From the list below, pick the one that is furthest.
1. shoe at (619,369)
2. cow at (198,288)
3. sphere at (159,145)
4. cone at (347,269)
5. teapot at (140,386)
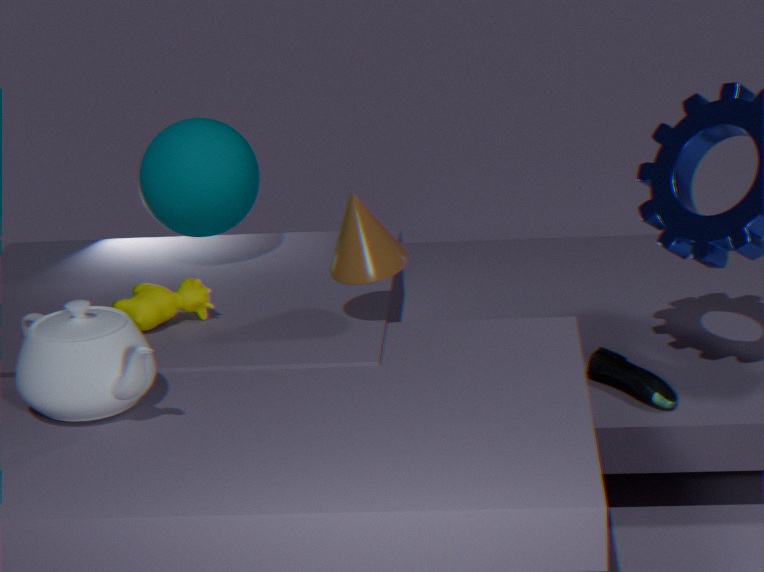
sphere at (159,145)
